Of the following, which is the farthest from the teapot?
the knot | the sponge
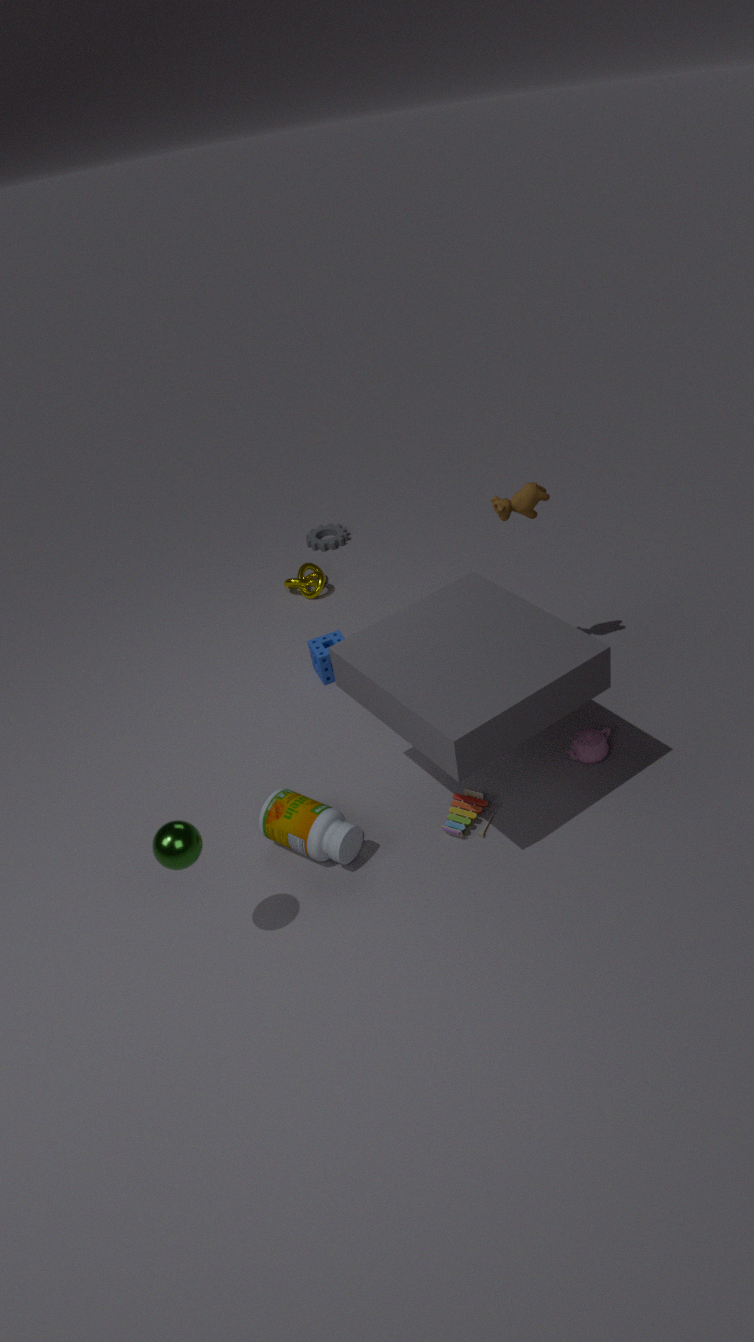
the knot
